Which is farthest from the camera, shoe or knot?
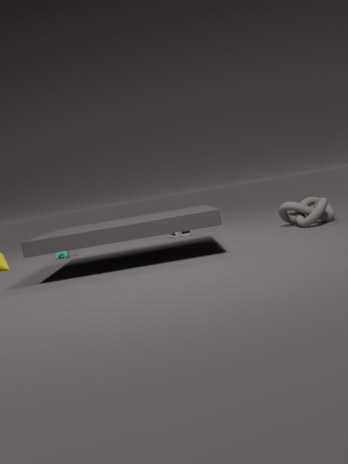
shoe
